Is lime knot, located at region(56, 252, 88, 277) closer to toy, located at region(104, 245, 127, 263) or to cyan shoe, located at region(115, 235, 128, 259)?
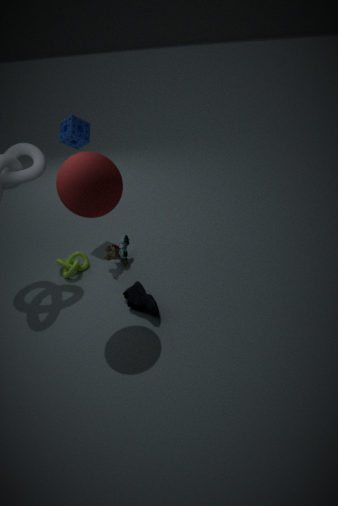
toy, located at region(104, 245, 127, 263)
